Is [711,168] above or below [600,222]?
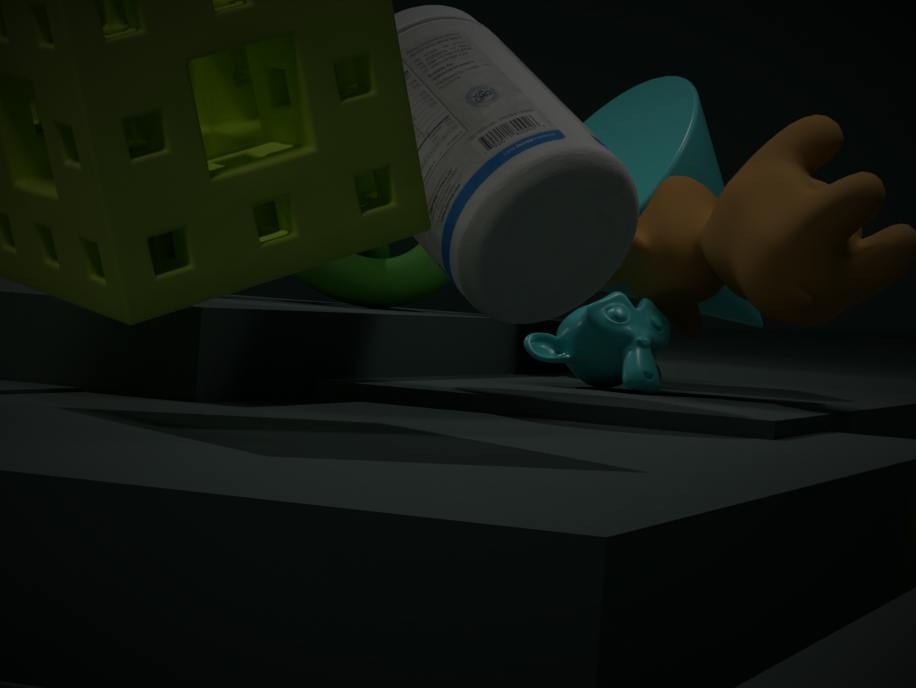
below
